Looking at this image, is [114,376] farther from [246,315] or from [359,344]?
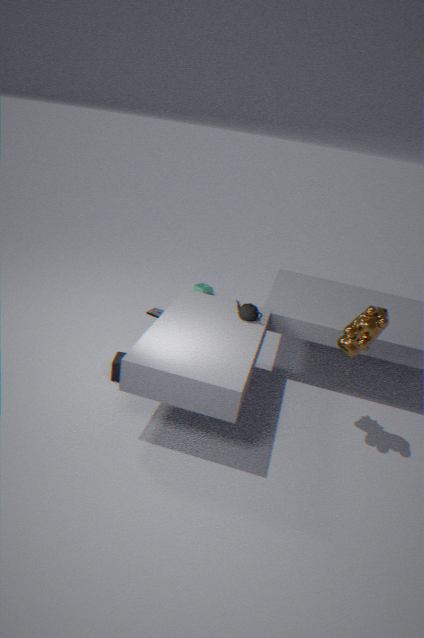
[359,344]
